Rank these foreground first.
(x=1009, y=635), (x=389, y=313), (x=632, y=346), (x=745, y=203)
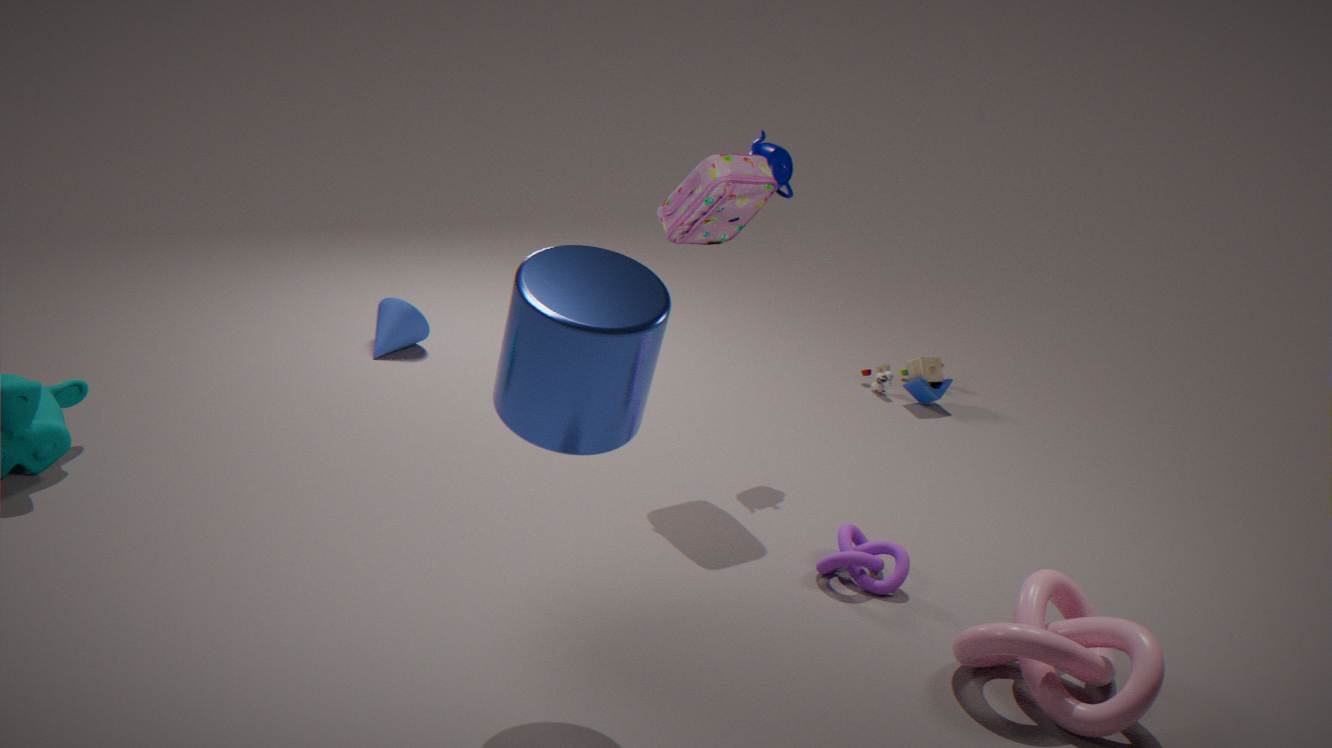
1. (x=632, y=346)
2. (x=1009, y=635)
3. (x=745, y=203)
4. (x=389, y=313)
